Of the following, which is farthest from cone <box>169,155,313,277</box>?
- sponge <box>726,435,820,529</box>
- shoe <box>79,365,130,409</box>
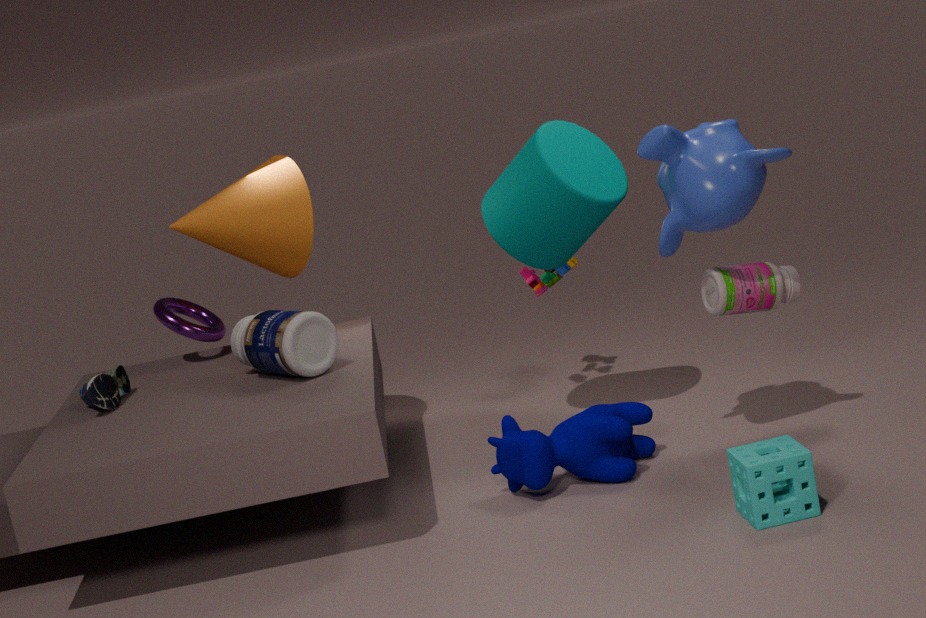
sponge <box>726,435,820,529</box>
